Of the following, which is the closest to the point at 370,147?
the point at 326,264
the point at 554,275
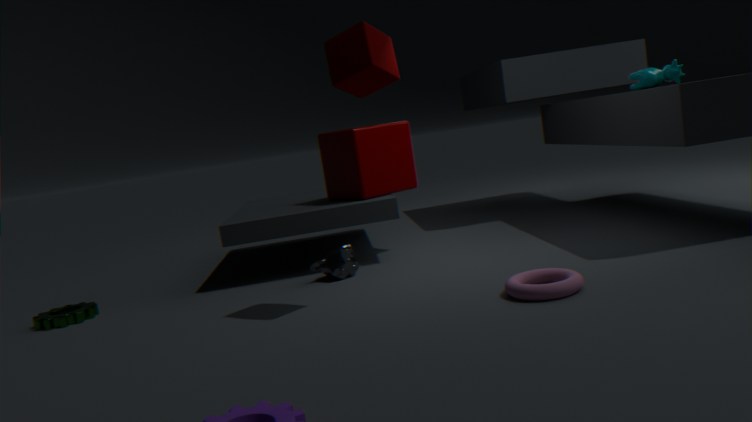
the point at 326,264
